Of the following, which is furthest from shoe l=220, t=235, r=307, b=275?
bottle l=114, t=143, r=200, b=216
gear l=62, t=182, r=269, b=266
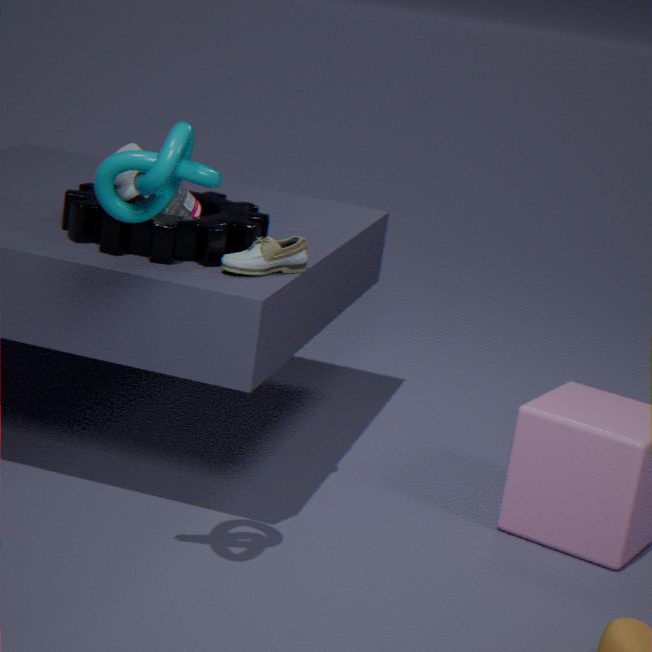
bottle l=114, t=143, r=200, b=216
